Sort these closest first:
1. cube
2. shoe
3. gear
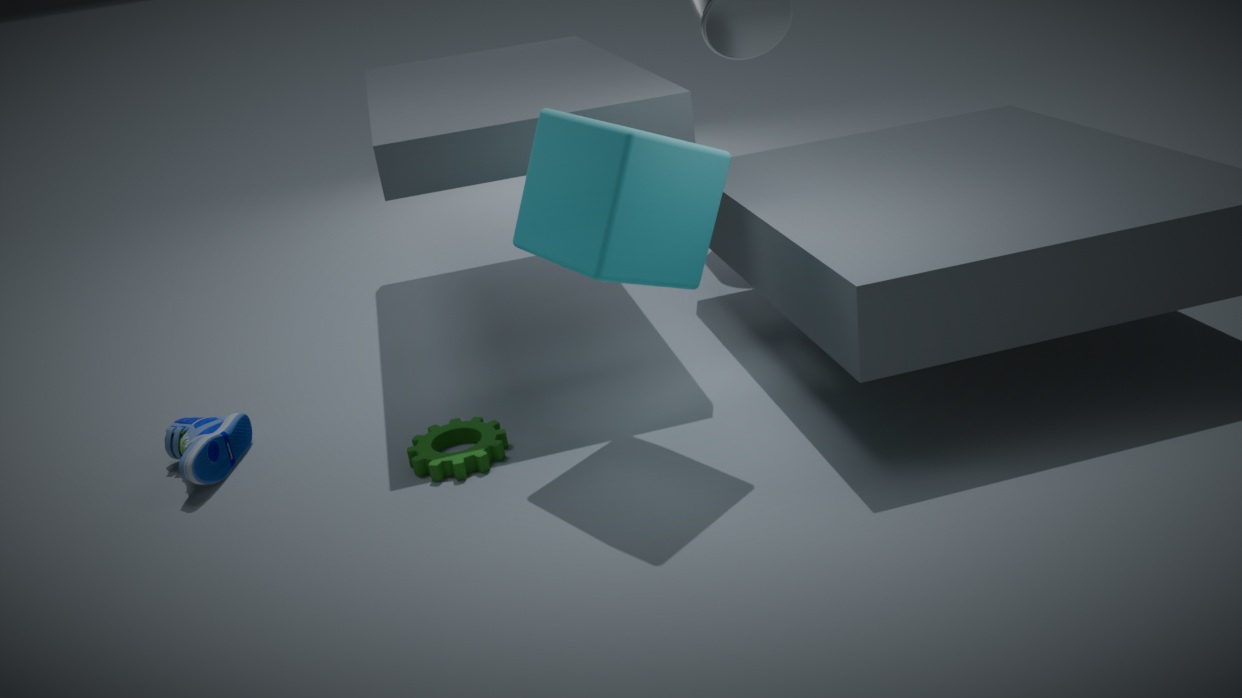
cube, gear, shoe
